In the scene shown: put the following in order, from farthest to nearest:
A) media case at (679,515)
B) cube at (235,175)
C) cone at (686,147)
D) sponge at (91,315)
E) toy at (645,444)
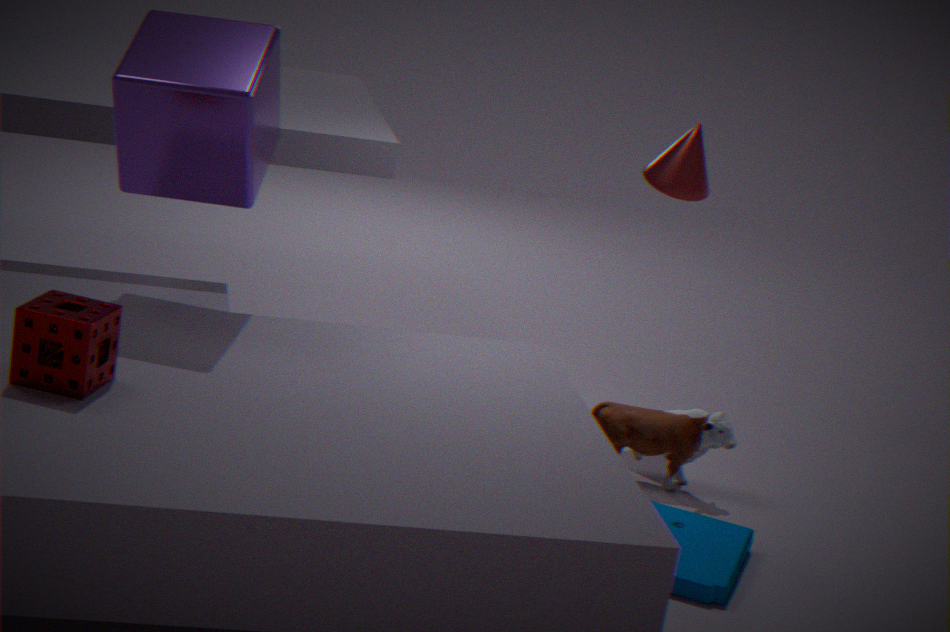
C. cone at (686,147) → E. toy at (645,444) → B. cube at (235,175) → A. media case at (679,515) → D. sponge at (91,315)
